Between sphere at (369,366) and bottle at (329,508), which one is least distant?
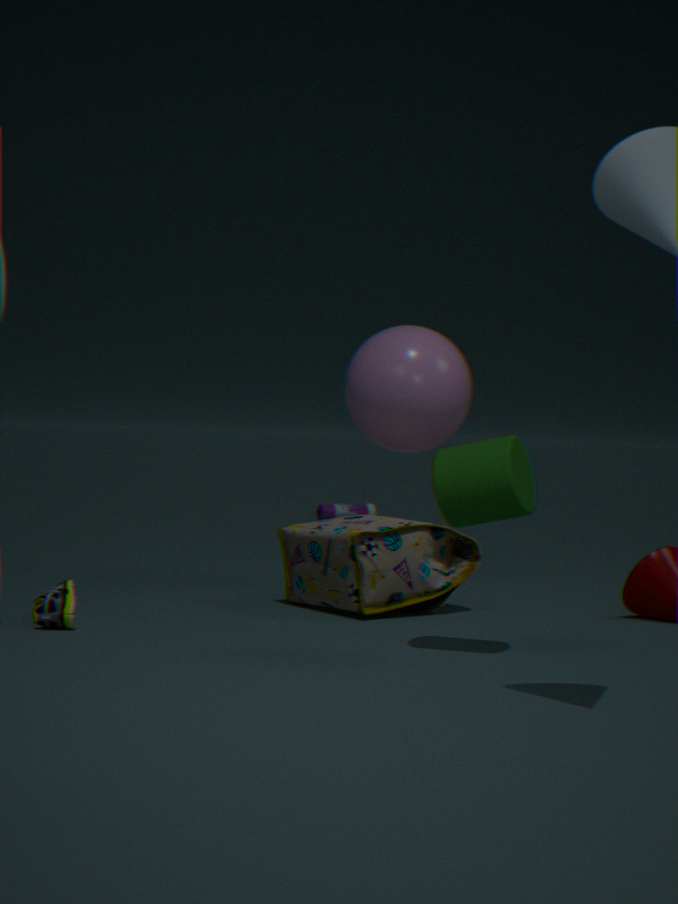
sphere at (369,366)
